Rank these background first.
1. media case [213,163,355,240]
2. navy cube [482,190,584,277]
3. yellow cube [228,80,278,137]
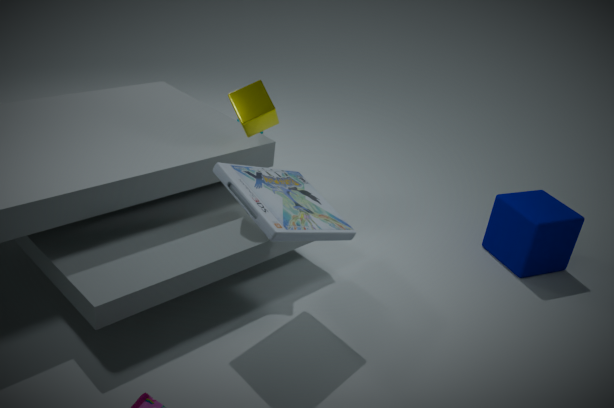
navy cube [482,190,584,277] → yellow cube [228,80,278,137] → media case [213,163,355,240]
